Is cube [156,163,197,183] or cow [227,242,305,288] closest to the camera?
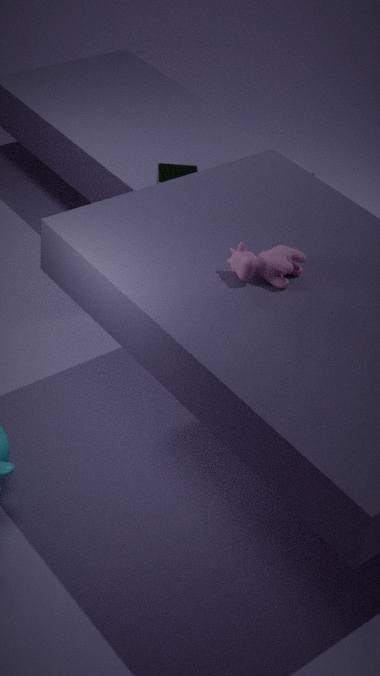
cow [227,242,305,288]
